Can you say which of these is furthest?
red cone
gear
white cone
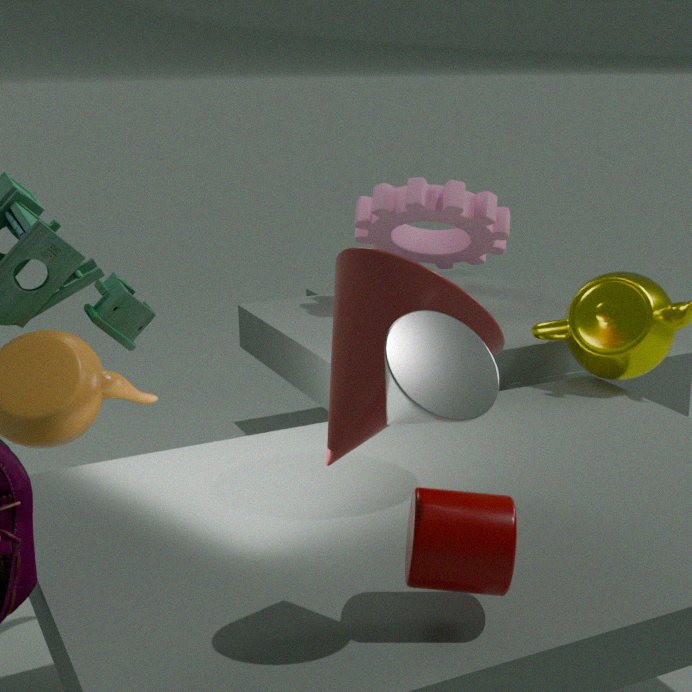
gear
